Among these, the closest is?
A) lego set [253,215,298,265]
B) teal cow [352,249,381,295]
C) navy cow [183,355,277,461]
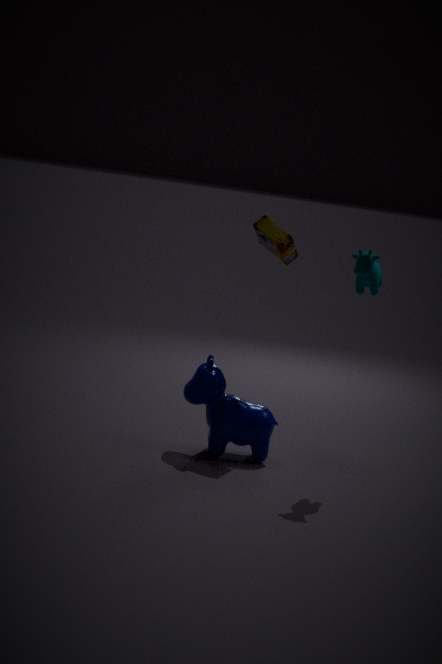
teal cow [352,249,381,295]
